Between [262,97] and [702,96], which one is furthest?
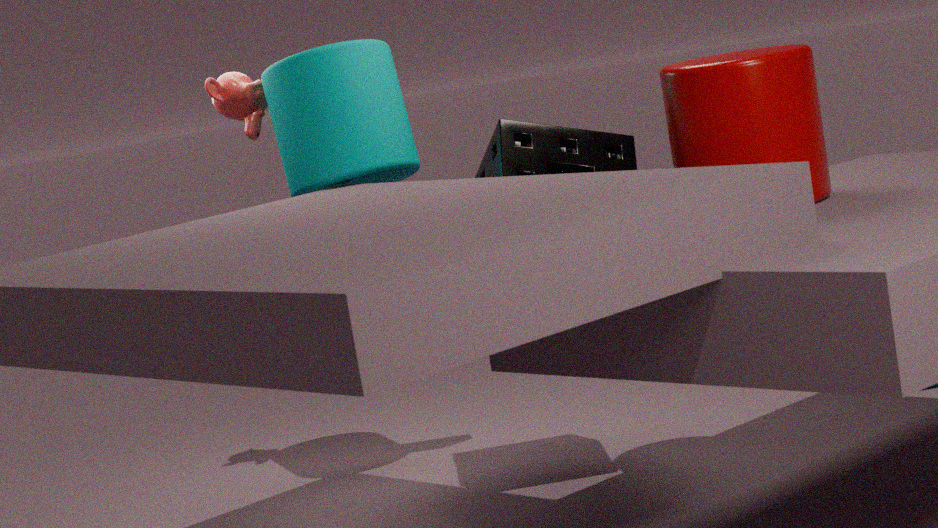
[262,97]
